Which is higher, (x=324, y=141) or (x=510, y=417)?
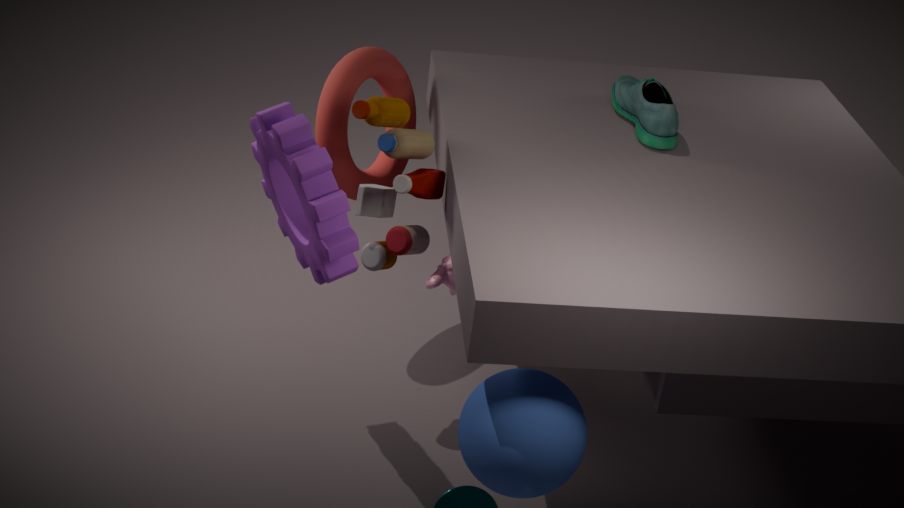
(x=324, y=141)
